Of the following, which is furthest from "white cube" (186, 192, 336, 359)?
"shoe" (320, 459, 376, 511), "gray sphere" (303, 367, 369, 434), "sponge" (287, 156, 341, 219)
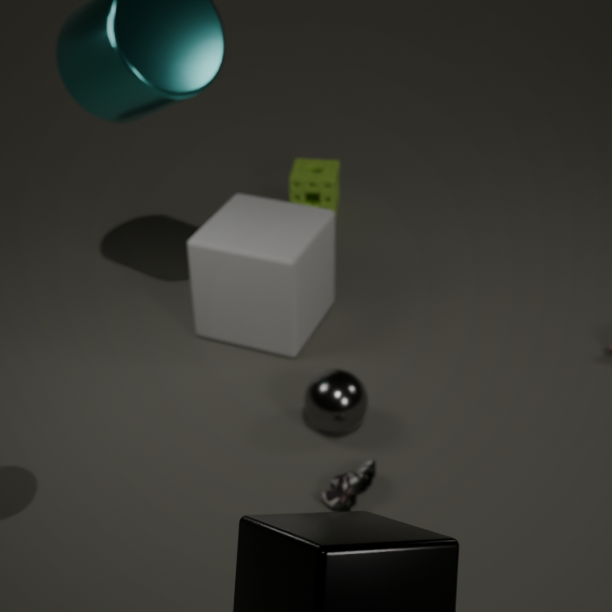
"shoe" (320, 459, 376, 511)
